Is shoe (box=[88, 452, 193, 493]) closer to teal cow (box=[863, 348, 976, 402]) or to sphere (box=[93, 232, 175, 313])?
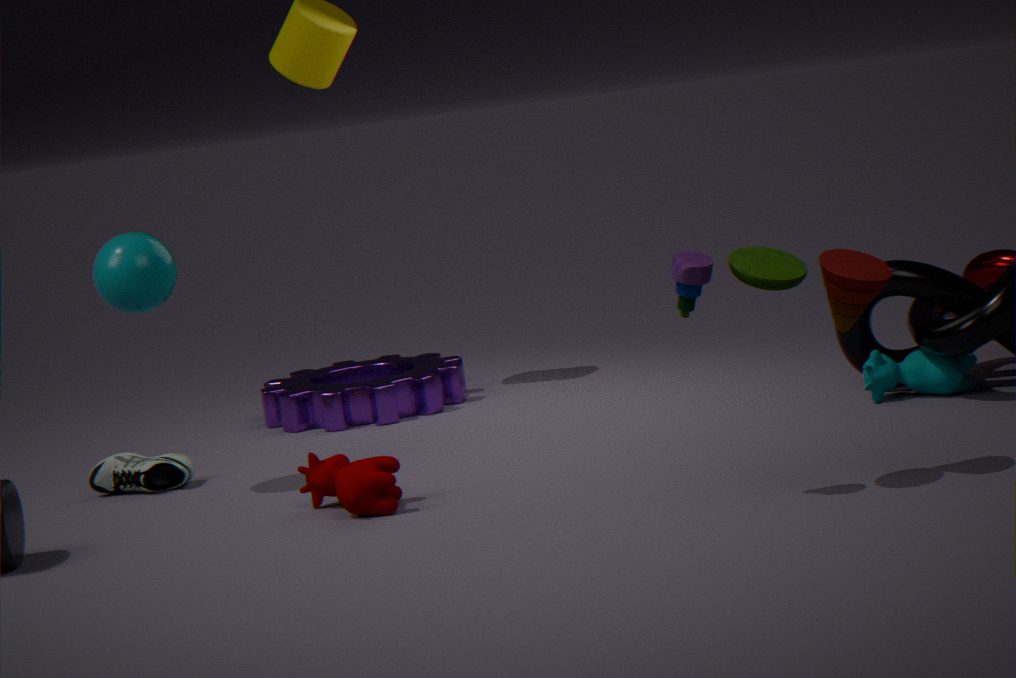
sphere (box=[93, 232, 175, 313])
